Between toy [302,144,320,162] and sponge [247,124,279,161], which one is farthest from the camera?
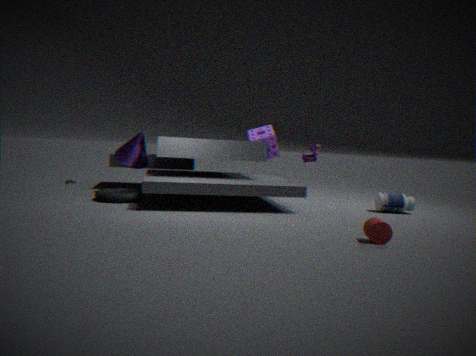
sponge [247,124,279,161]
